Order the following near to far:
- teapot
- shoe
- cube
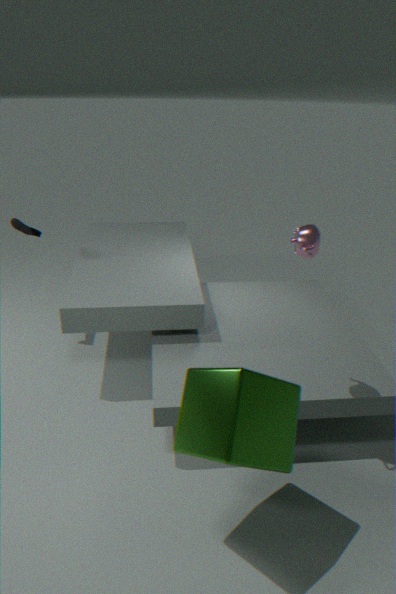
1. cube
2. teapot
3. shoe
